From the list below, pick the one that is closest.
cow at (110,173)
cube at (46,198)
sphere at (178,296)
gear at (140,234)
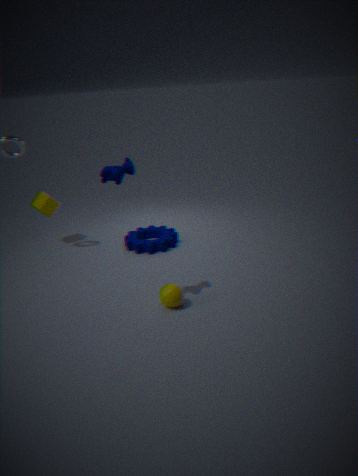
cow at (110,173)
